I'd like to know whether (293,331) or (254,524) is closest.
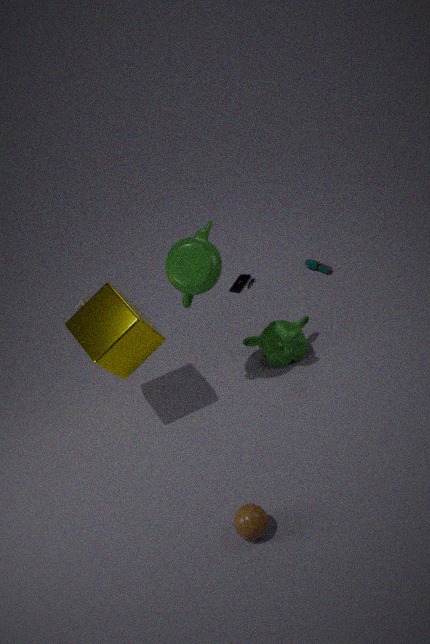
(254,524)
